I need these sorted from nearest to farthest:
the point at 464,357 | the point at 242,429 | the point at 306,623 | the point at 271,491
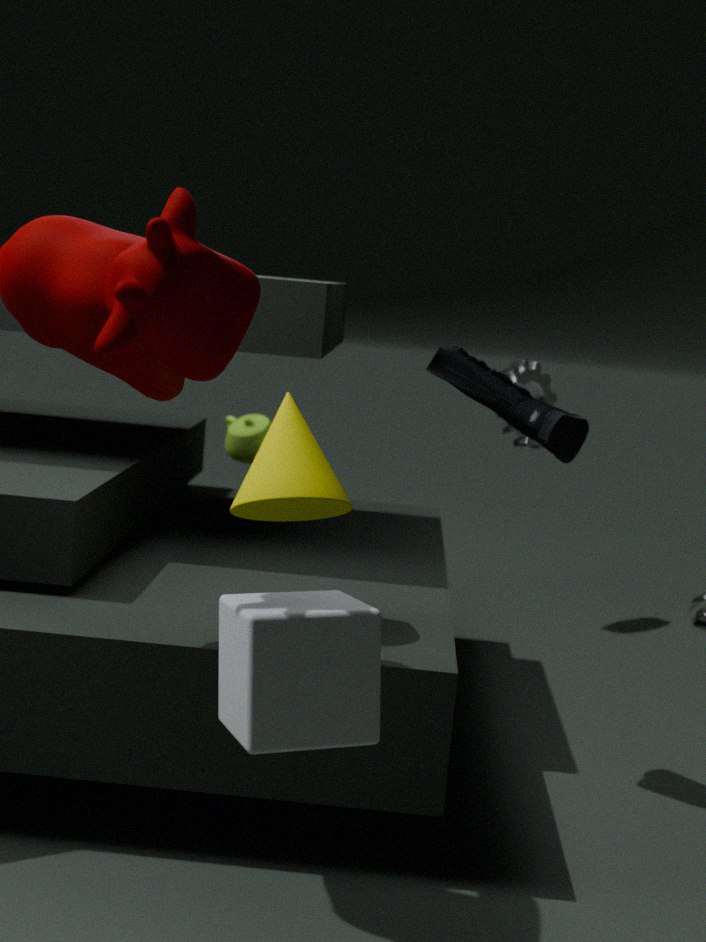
the point at 306,623 → the point at 271,491 → the point at 464,357 → the point at 242,429
